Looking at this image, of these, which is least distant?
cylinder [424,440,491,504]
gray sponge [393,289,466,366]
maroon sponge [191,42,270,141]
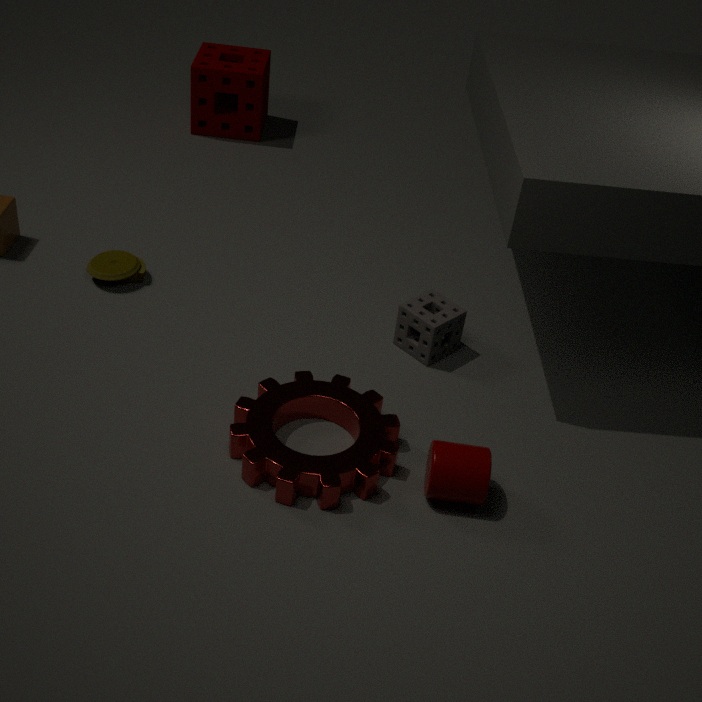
cylinder [424,440,491,504]
